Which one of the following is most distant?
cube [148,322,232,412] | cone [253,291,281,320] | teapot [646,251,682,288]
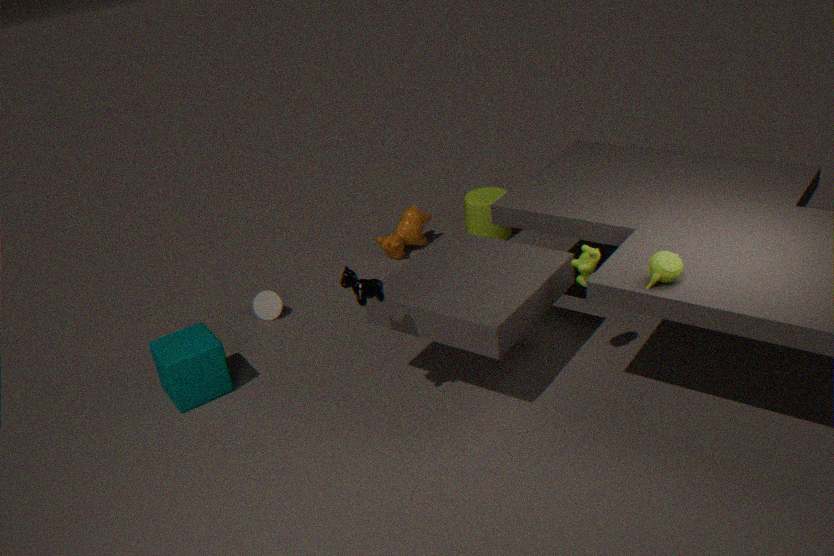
cone [253,291,281,320]
